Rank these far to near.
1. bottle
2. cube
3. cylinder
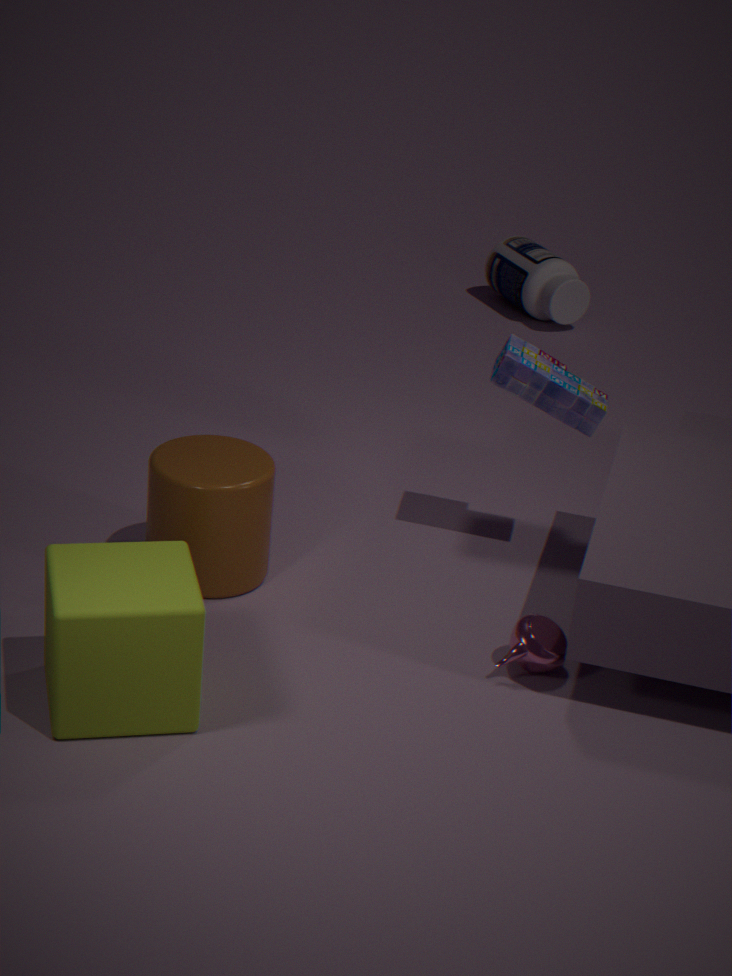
1. bottle
2. cylinder
3. cube
